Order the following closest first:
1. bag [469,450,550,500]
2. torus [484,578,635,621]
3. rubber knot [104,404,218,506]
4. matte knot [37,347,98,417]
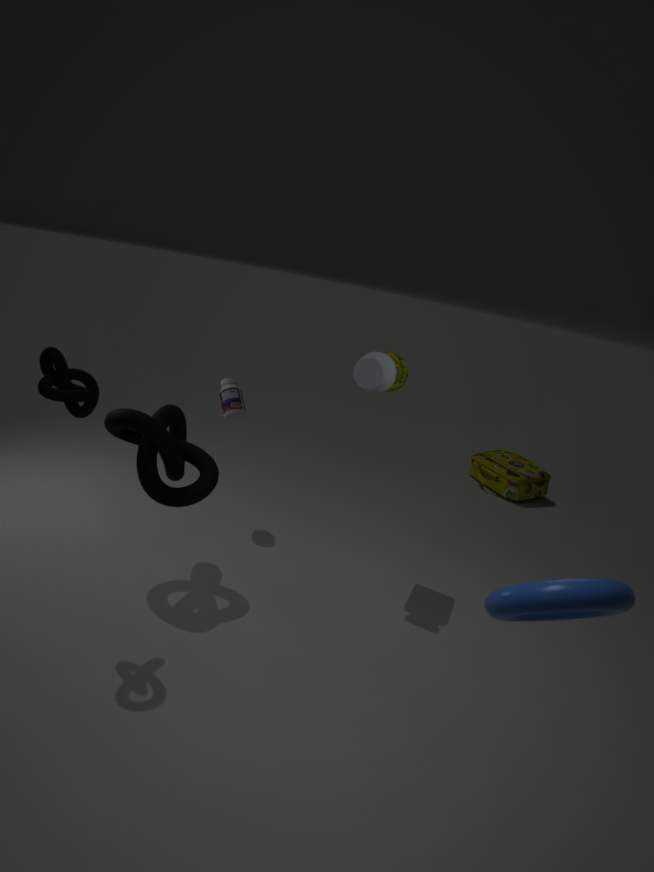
1. torus [484,578,635,621]
2. matte knot [37,347,98,417]
3. rubber knot [104,404,218,506]
4. bag [469,450,550,500]
